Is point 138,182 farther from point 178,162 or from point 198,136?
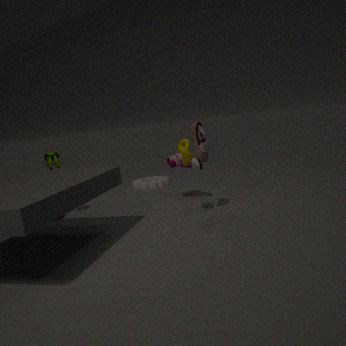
point 198,136
